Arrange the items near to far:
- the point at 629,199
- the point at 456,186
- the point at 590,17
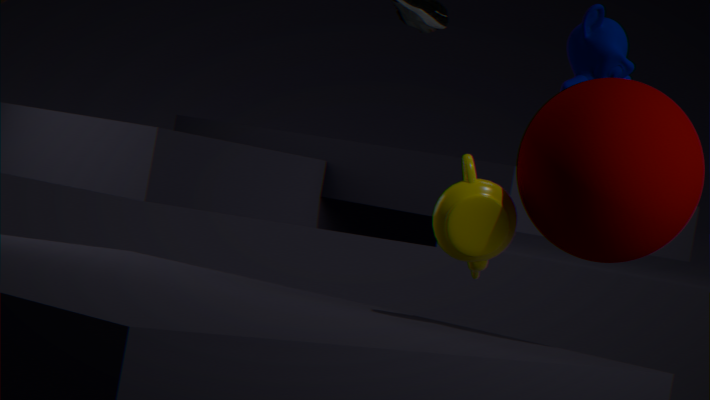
the point at 629,199 < the point at 456,186 < the point at 590,17
